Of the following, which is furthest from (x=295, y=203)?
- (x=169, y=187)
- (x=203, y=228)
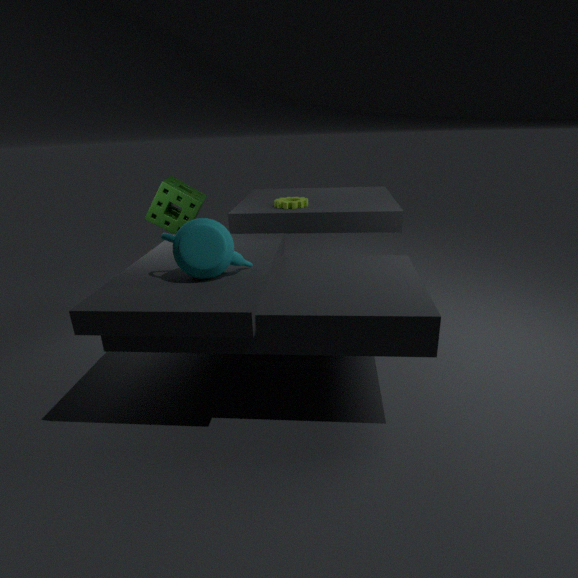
(x=203, y=228)
